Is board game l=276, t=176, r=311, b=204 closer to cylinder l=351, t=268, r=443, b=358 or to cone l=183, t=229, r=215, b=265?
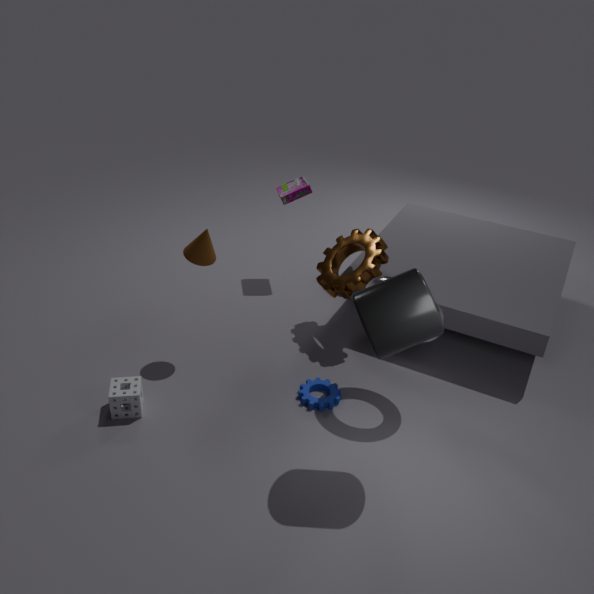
cone l=183, t=229, r=215, b=265
